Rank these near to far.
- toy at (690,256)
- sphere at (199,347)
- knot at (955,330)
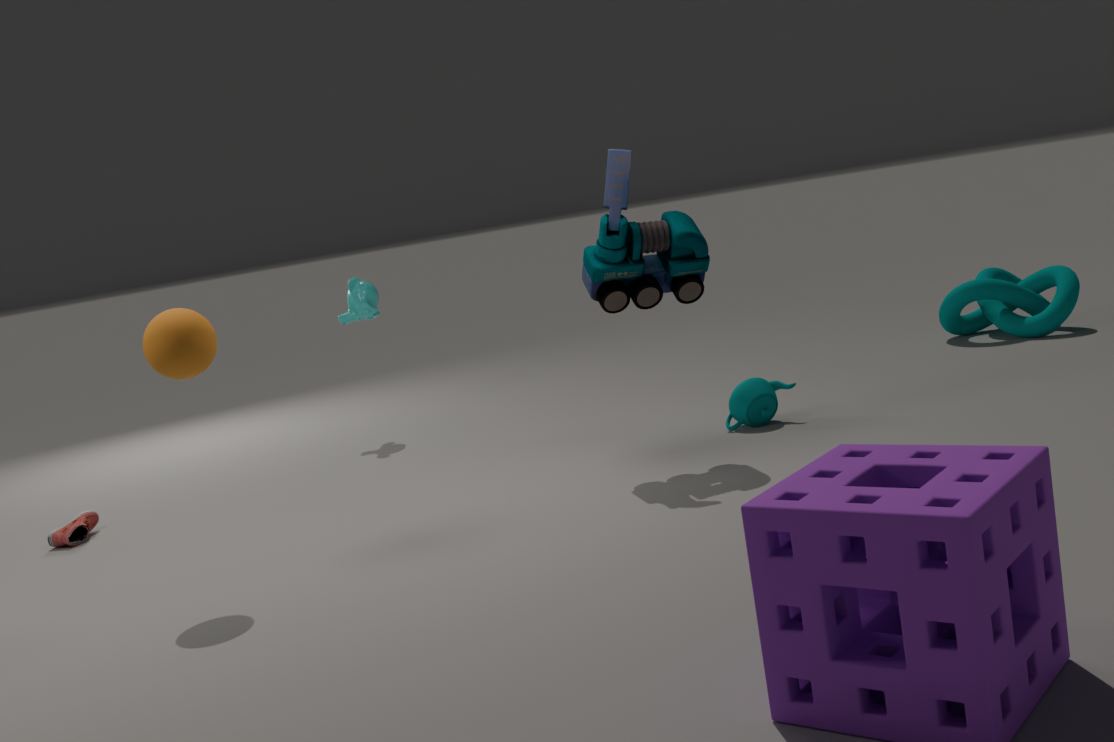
sphere at (199,347), toy at (690,256), knot at (955,330)
